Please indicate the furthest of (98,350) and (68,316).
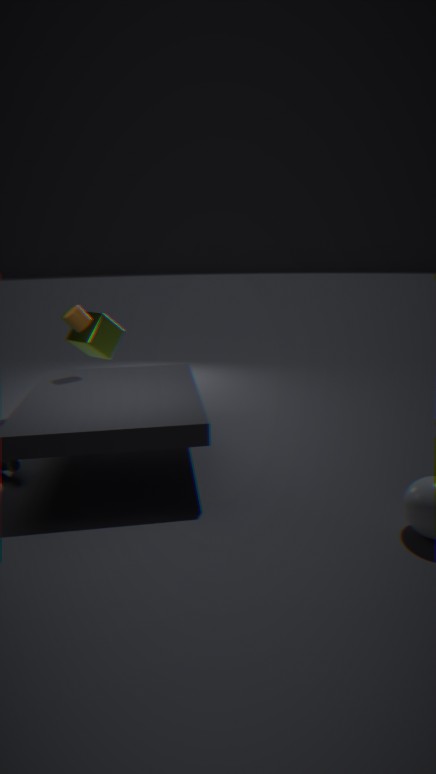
(98,350)
